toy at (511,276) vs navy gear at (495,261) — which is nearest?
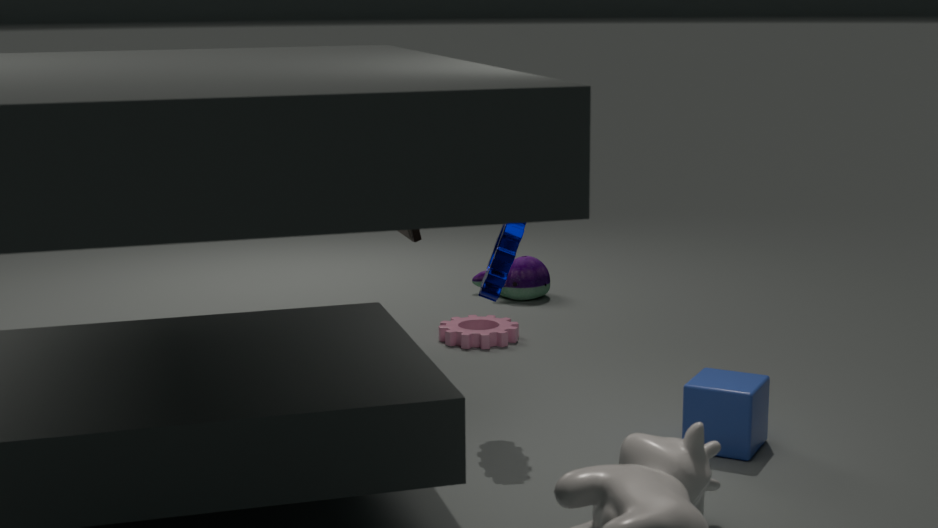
navy gear at (495,261)
